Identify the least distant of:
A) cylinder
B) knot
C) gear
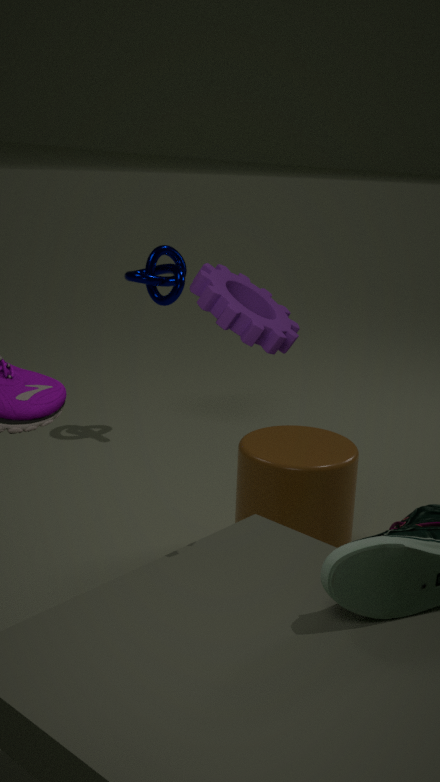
gear
